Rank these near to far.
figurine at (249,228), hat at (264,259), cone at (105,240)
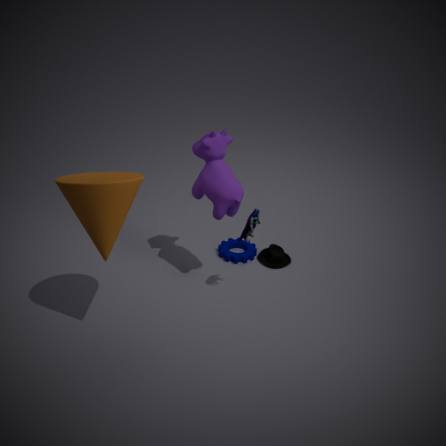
cone at (105,240) → figurine at (249,228) → hat at (264,259)
